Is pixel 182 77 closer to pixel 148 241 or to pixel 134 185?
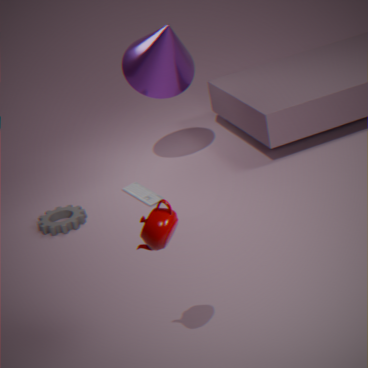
pixel 134 185
